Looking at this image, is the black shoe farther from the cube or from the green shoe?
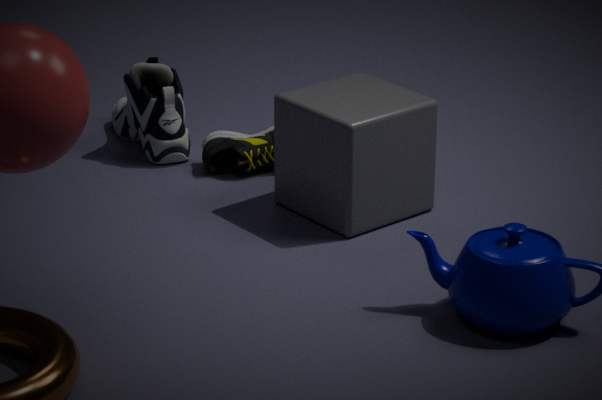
the cube
